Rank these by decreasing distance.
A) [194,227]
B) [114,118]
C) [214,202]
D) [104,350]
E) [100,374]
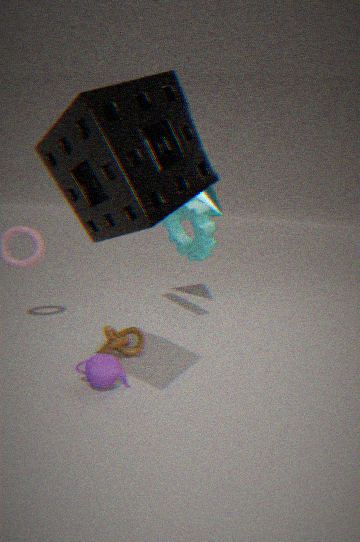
[214,202]
[194,227]
[104,350]
[100,374]
[114,118]
